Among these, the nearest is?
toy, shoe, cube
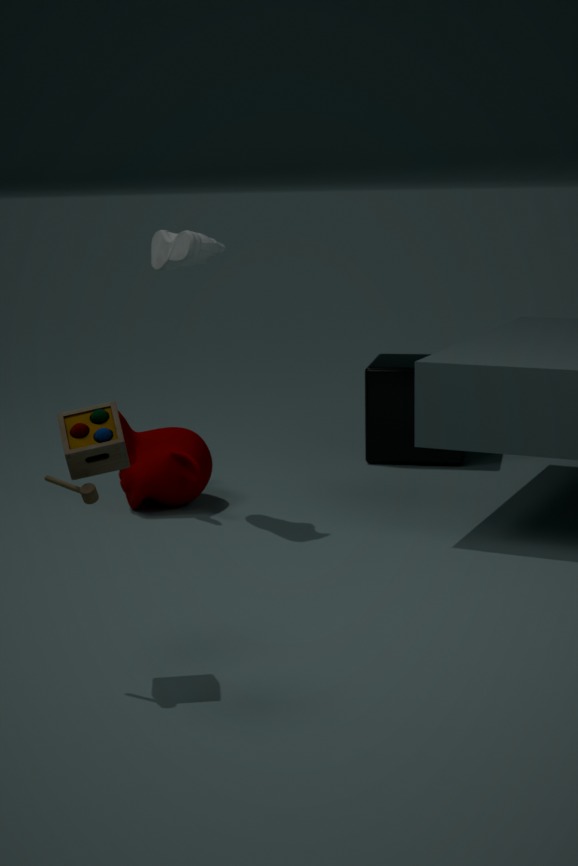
toy
